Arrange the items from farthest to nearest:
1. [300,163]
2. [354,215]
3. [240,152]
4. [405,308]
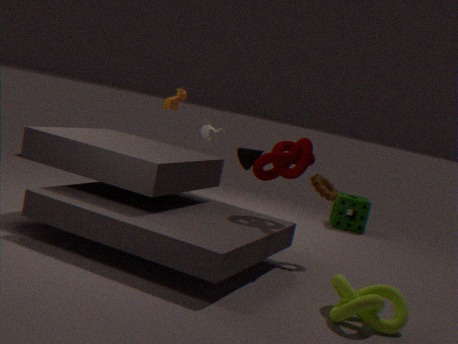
[354,215], [240,152], [300,163], [405,308]
